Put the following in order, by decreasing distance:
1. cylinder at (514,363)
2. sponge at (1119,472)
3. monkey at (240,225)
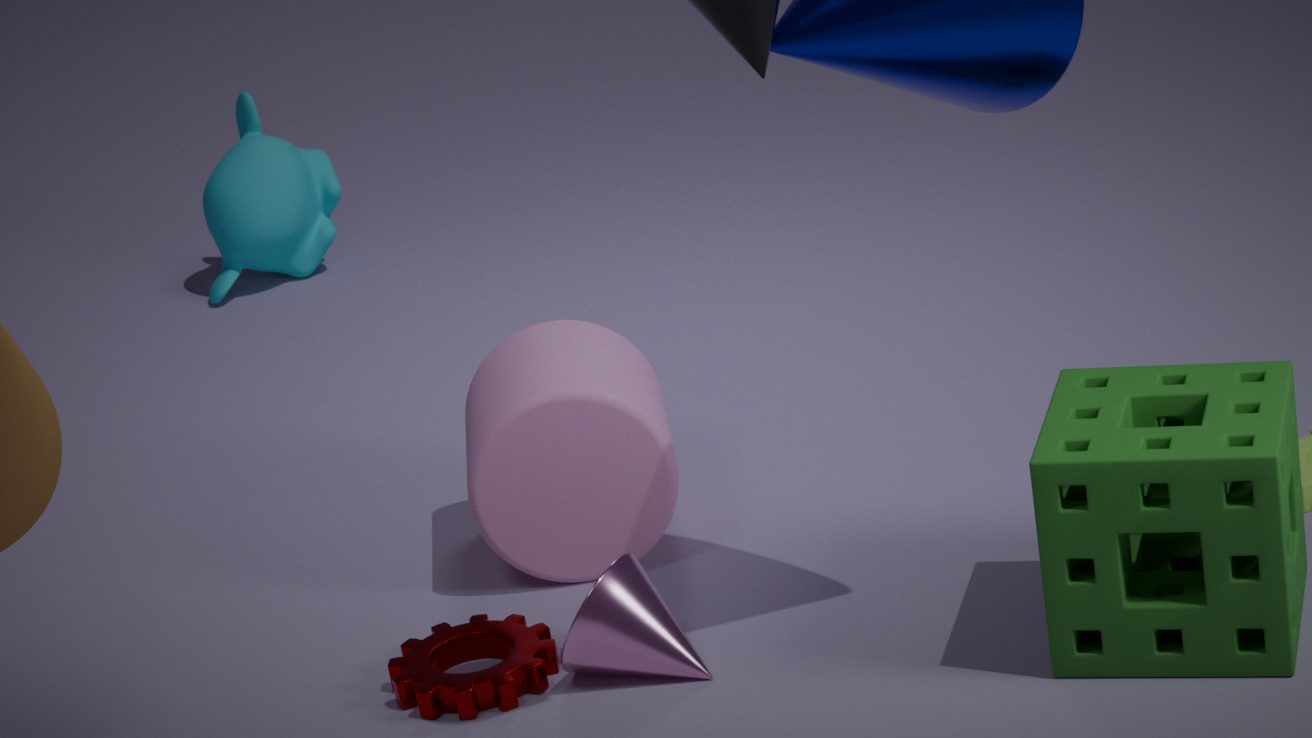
Result: monkey at (240,225) → cylinder at (514,363) → sponge at (1119,472)
